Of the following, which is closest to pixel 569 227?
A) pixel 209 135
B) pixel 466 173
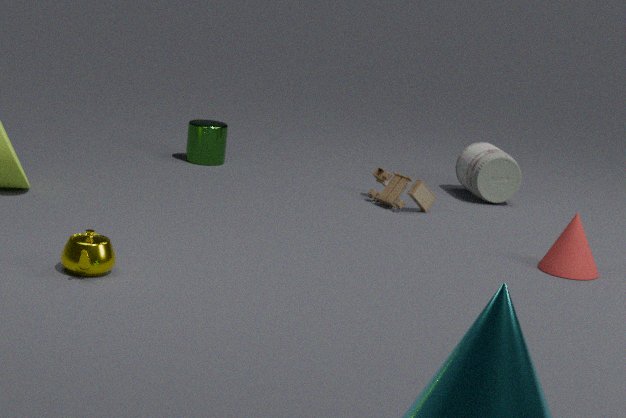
pixel 466 173
